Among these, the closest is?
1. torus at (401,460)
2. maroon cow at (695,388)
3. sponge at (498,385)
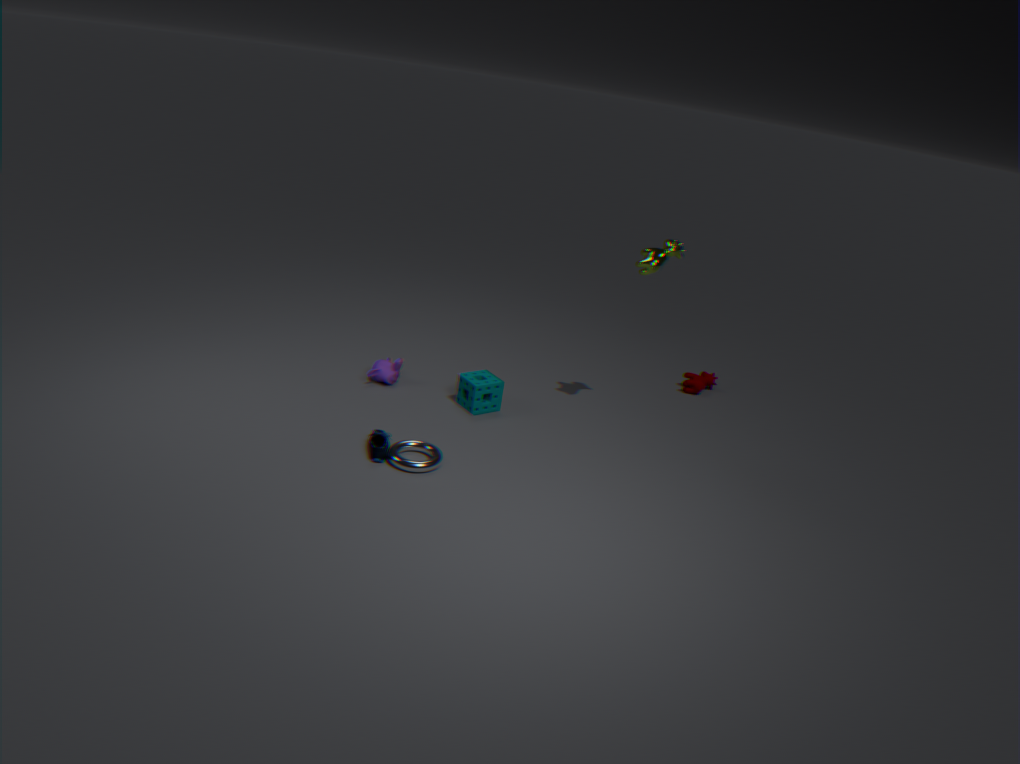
torus at (401,460)
